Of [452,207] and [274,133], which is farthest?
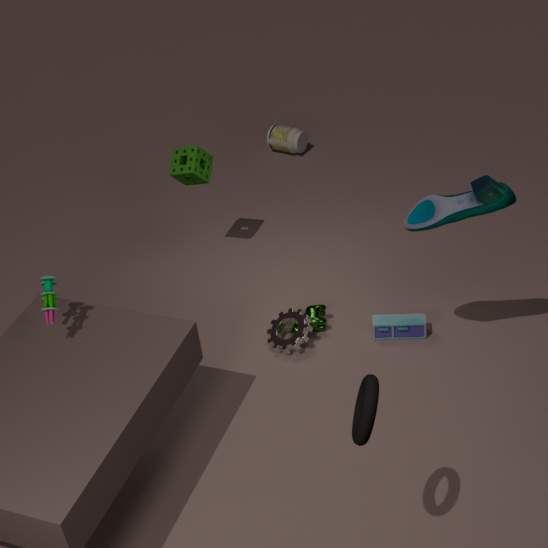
[274,133]
